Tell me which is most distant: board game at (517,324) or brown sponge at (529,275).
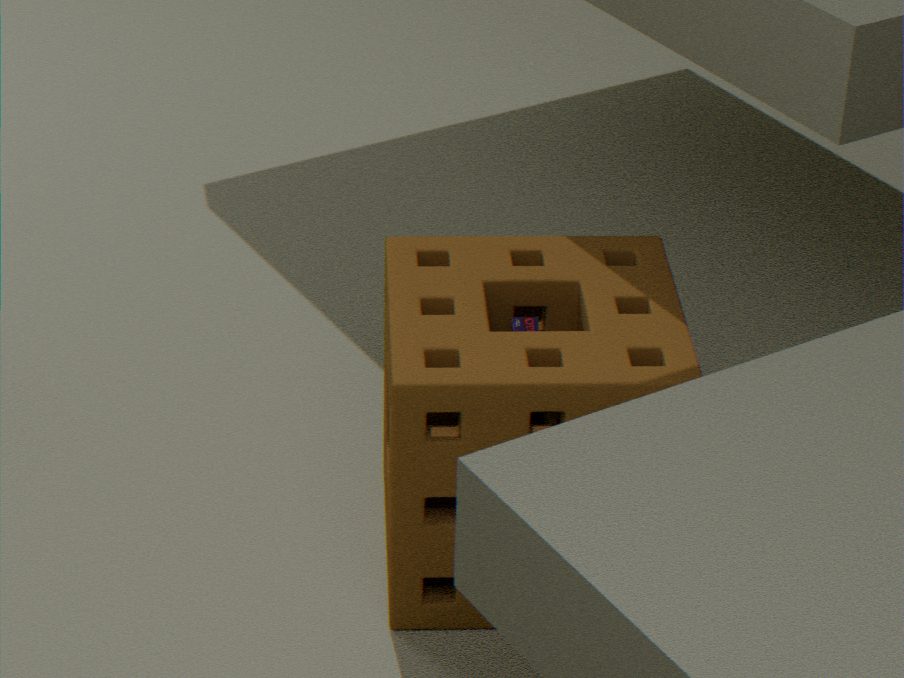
board game at (517,324)
